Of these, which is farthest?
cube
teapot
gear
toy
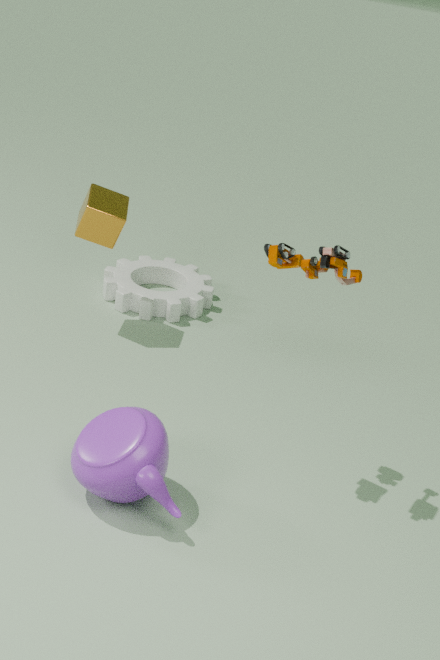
gear
